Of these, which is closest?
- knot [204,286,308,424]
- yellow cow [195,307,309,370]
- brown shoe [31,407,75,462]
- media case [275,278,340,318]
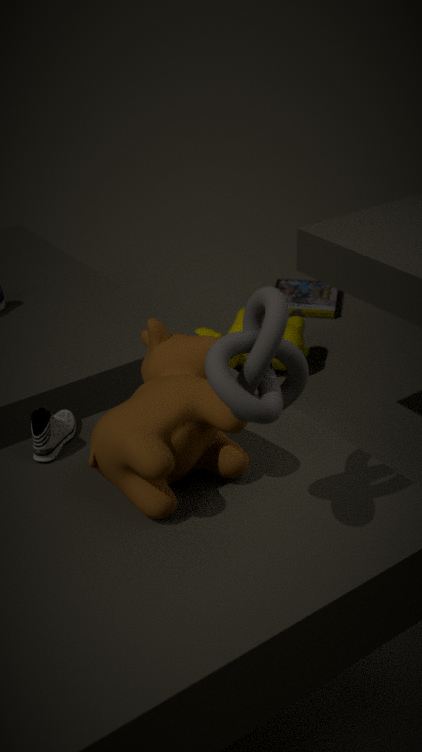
knot [204,286,308,424]
